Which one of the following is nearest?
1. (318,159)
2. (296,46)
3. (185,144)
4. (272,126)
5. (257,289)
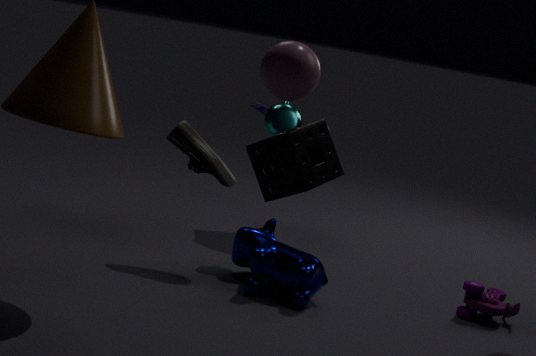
(296,46)
